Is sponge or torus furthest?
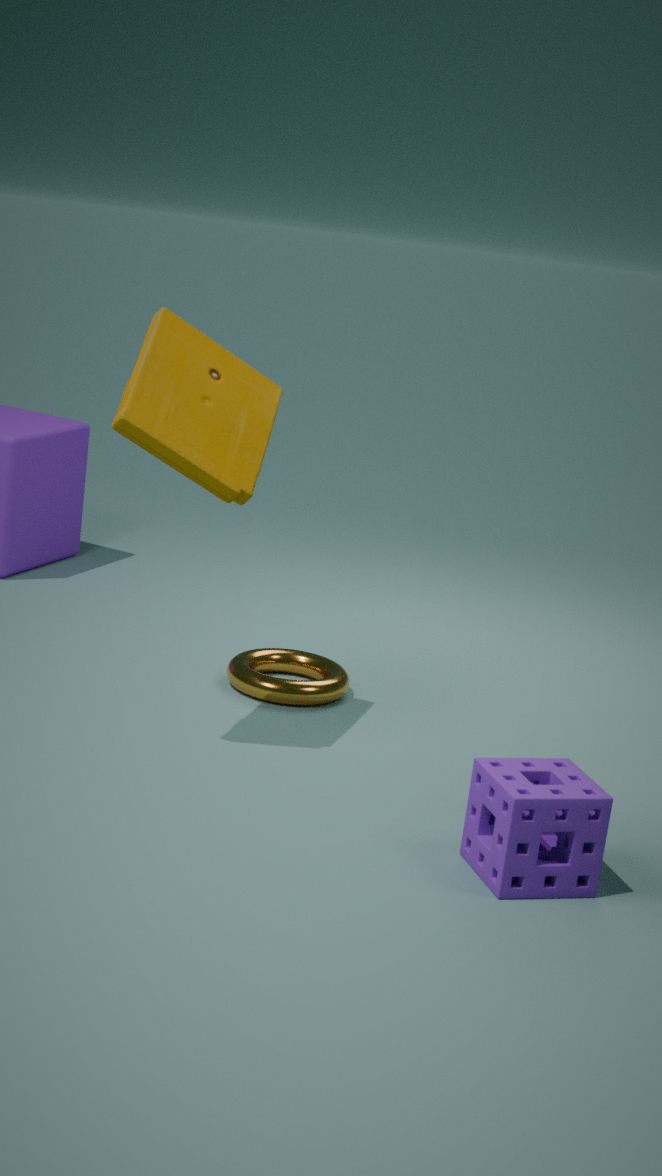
torus
